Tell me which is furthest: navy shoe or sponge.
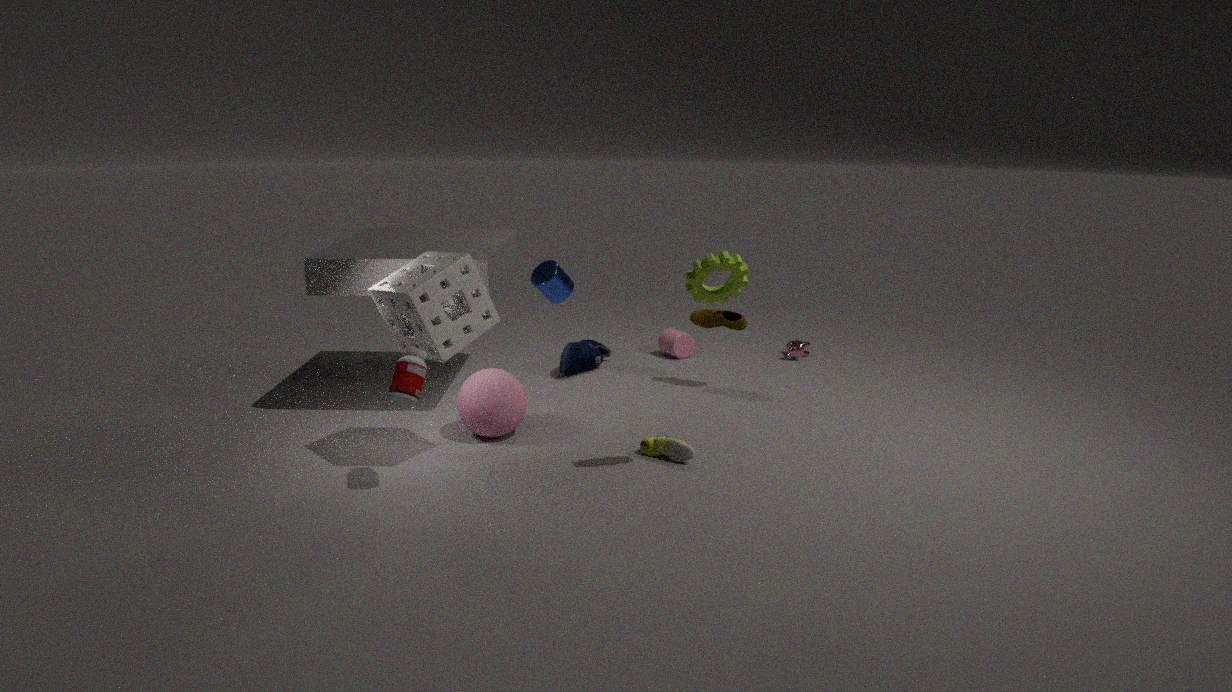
navy shoe
